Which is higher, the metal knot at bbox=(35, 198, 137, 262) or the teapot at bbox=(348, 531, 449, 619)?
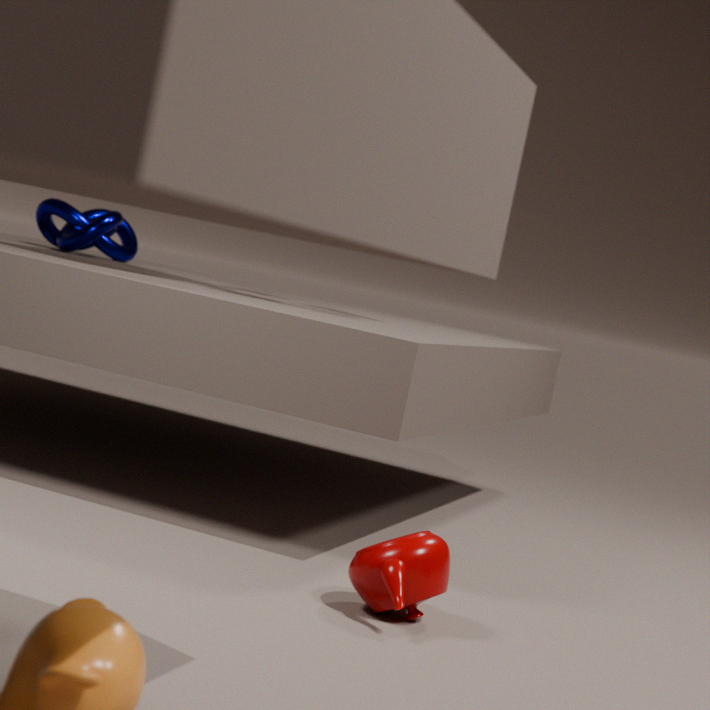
the metal knot at bbox=(35, 198, 137, 262)
